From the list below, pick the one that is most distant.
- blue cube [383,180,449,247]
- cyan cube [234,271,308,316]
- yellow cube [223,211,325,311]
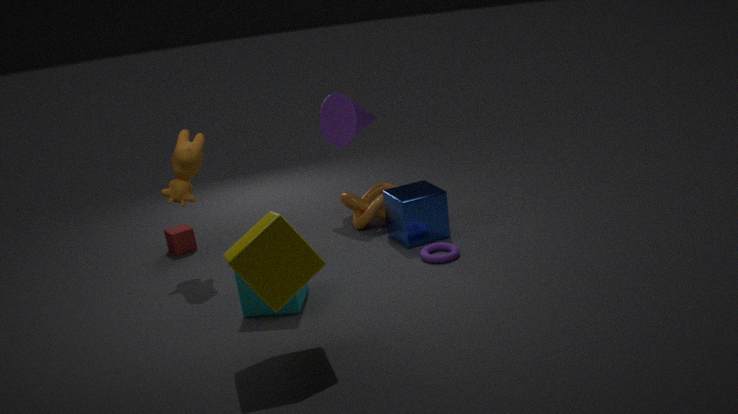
blue cube [383,180,449,247]
